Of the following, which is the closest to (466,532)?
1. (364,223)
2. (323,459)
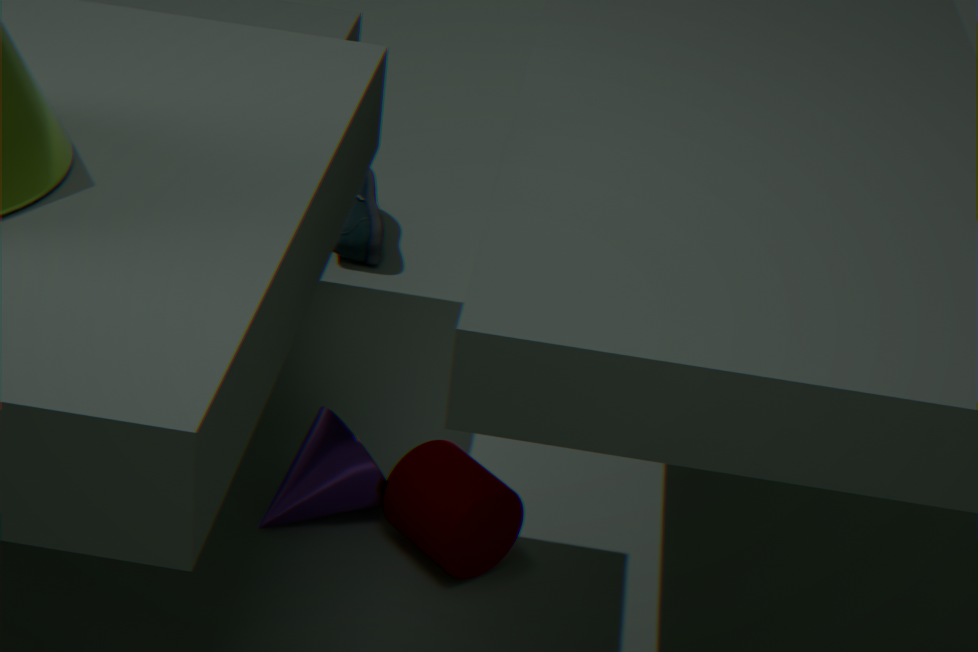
(323,459)
